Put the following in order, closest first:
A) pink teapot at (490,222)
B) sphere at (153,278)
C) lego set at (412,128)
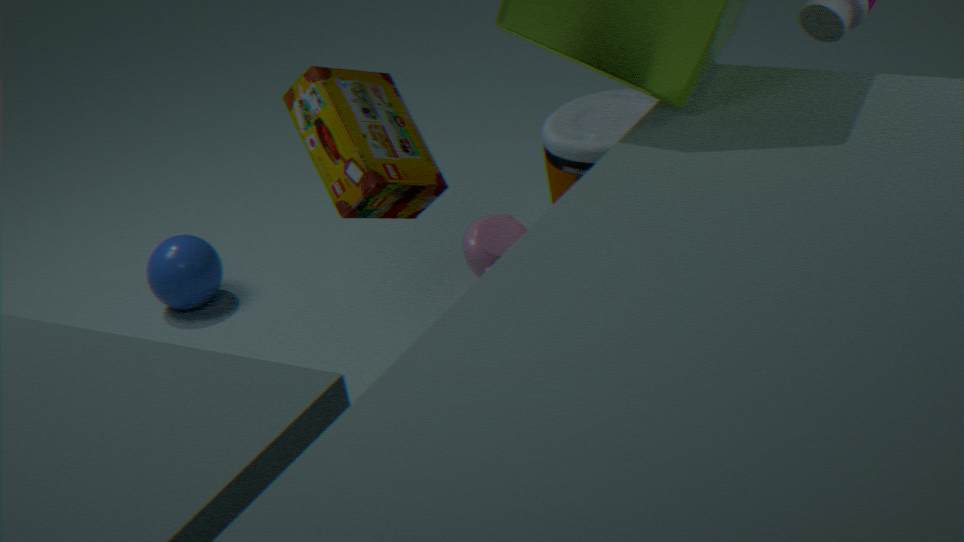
lego set at (412,128) < pink teapot at (490,222) < sphere at (153,278)
